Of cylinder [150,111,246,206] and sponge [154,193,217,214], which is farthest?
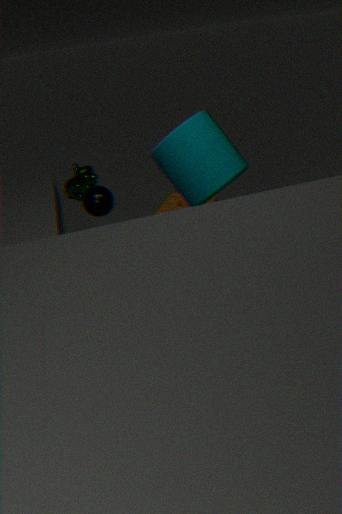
sponge [154,193,217,214]
